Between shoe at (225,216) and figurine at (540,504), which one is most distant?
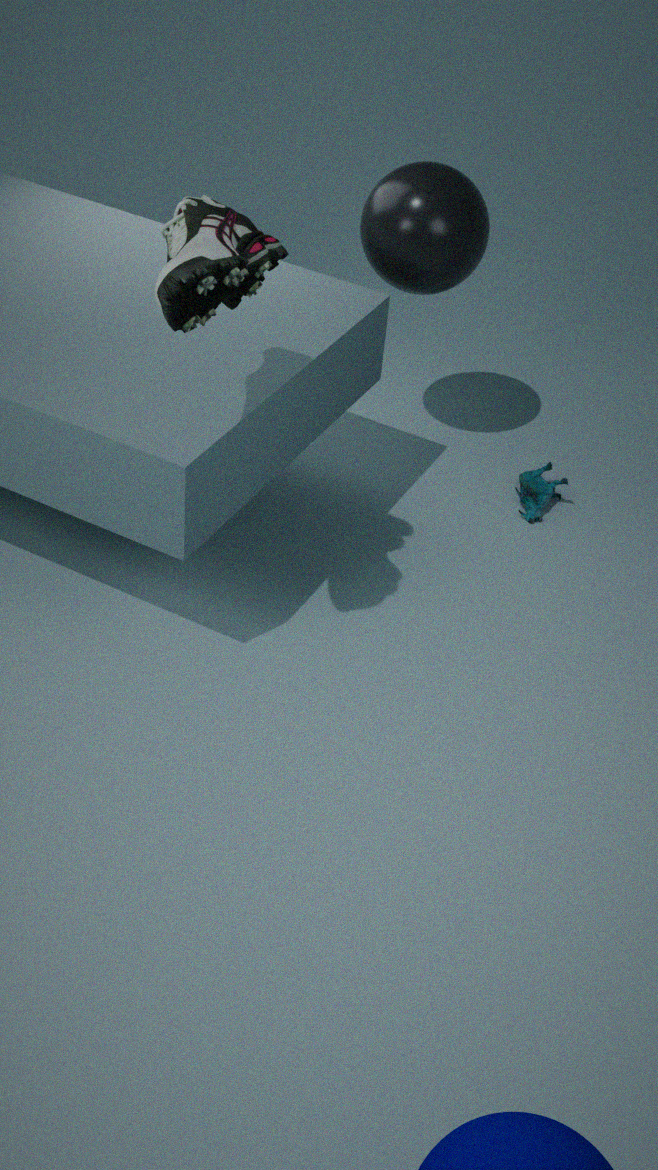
figurine at (540,504)
